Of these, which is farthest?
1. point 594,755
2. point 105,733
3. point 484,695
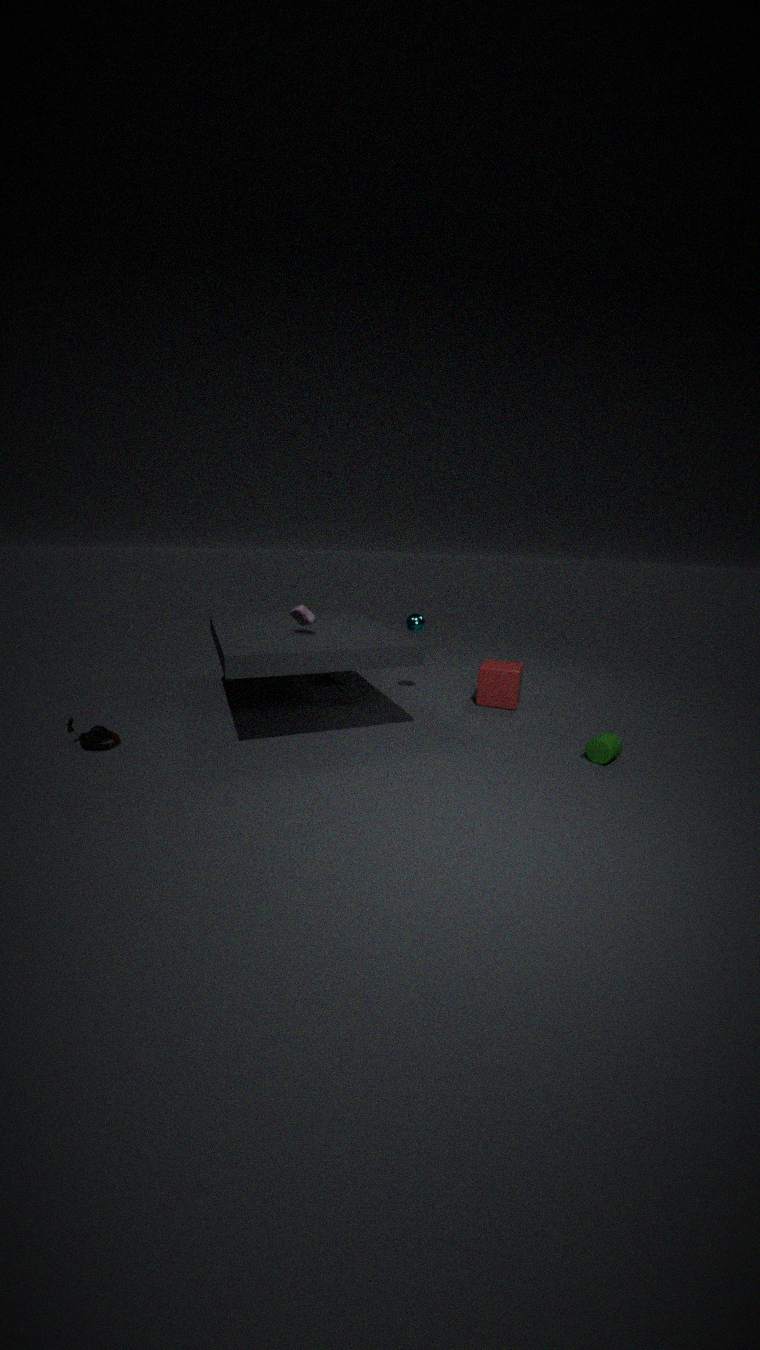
point 484,695
